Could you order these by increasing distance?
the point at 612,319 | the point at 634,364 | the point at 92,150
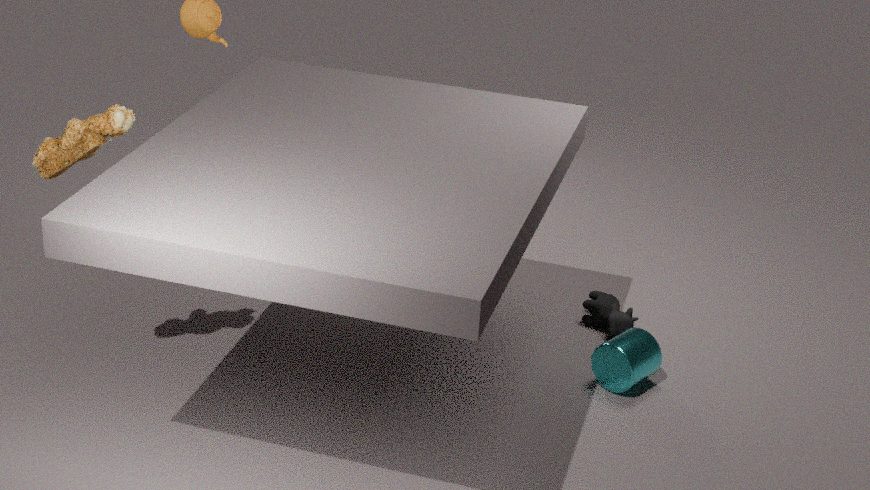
1. the point at 92,150
2. the point at 634,364
3. the point at 612,319
